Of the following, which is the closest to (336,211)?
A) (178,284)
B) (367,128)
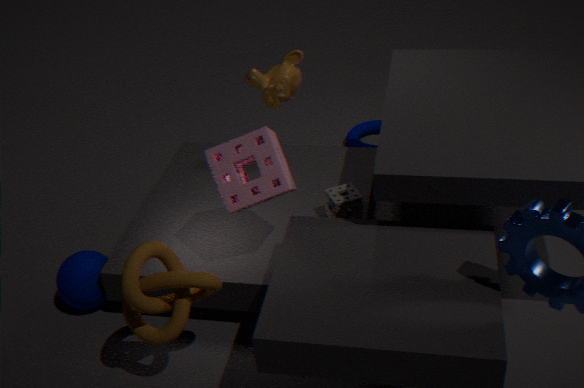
(178,284)
